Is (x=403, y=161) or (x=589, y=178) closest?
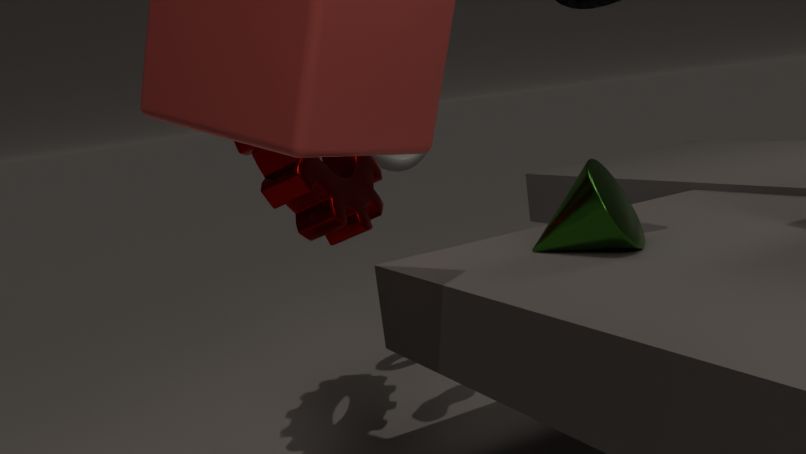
(x=589, y=178)
